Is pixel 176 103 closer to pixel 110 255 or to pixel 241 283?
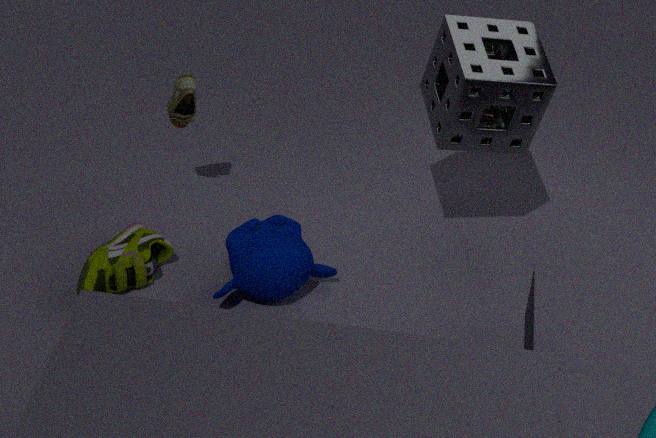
pixel 110 255
